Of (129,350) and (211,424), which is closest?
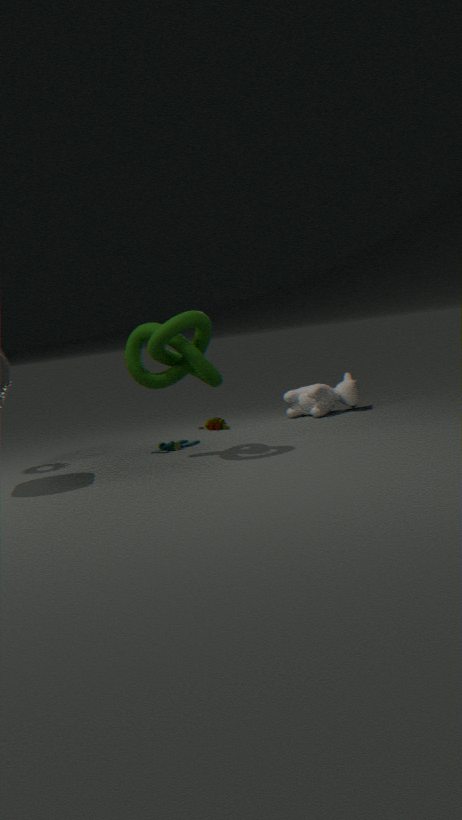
(129,350)
